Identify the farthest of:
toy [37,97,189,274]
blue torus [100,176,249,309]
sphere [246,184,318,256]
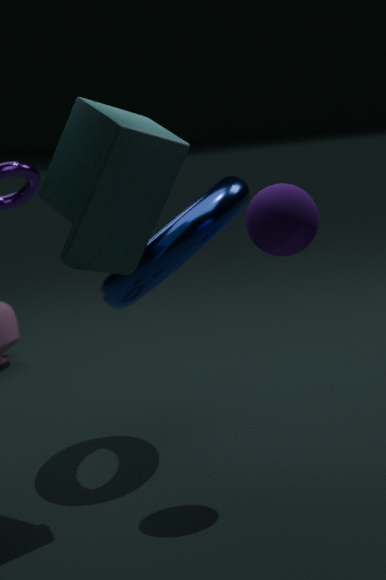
blue torus [100,176,249,309]
